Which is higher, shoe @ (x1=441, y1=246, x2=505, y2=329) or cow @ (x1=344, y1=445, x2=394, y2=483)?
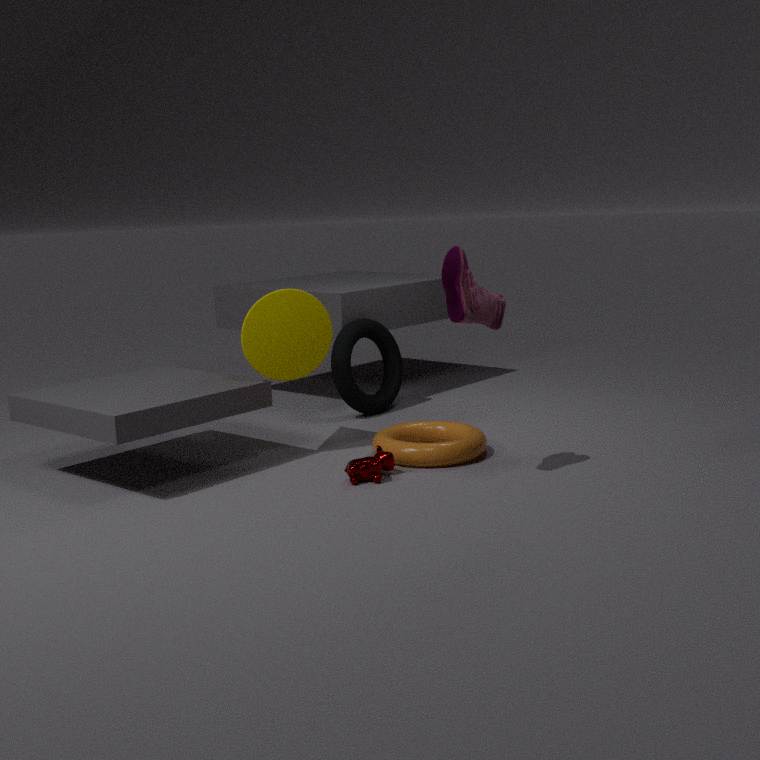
shoe @ (x1=441, y1=246, x2=505, y2=329)
